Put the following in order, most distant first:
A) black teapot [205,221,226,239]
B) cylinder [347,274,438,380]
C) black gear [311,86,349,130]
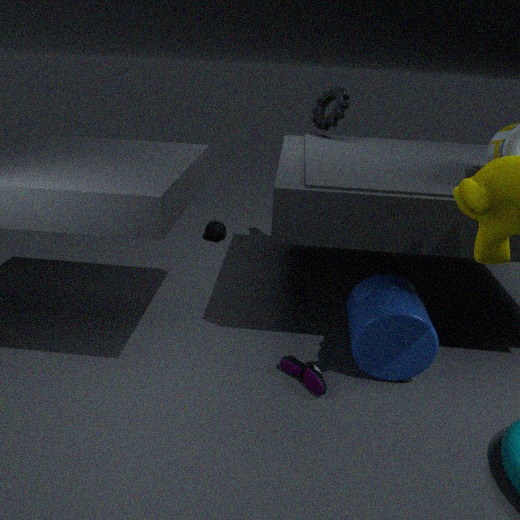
1. black teapot [205,221,226,239]
2. black gear [311,86,349,130]
3. cylinder [347,274,438,380]
